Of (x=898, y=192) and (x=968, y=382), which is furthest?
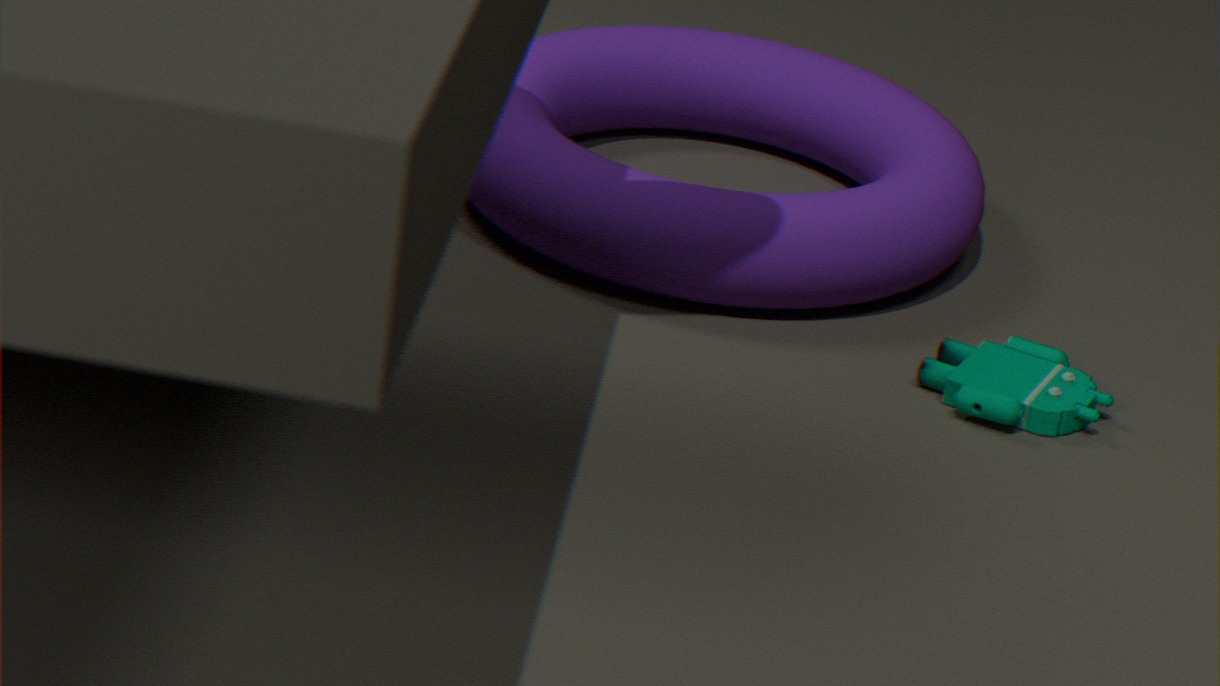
(x=898, y=192)
